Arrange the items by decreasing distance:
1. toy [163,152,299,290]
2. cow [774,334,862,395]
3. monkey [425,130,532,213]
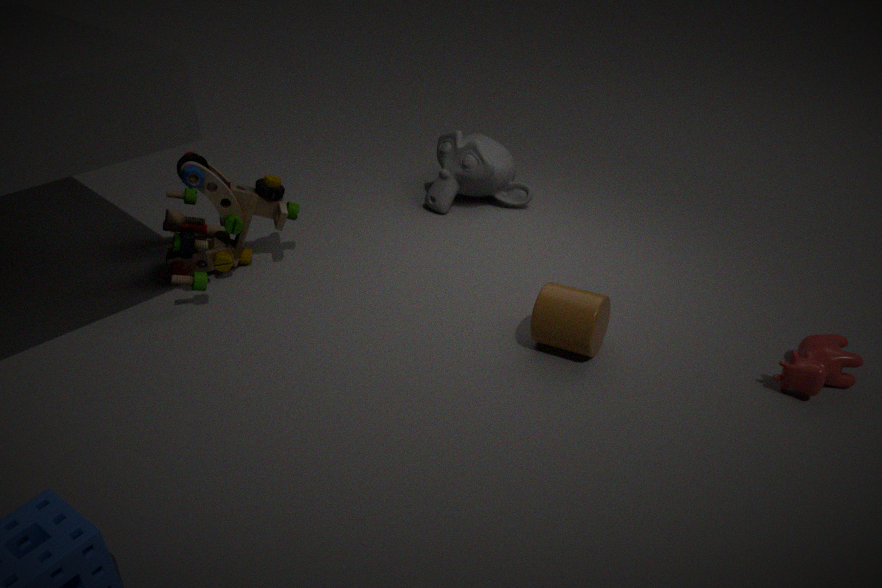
monkey [425,130,532,213] → toy [163,152,299,290] → cow [774,334,862,395]
